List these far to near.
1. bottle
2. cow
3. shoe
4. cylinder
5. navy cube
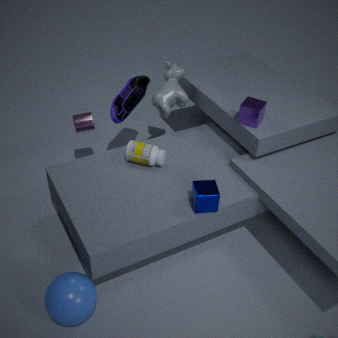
cylinder, shoe, cow, bottle, navy cube
